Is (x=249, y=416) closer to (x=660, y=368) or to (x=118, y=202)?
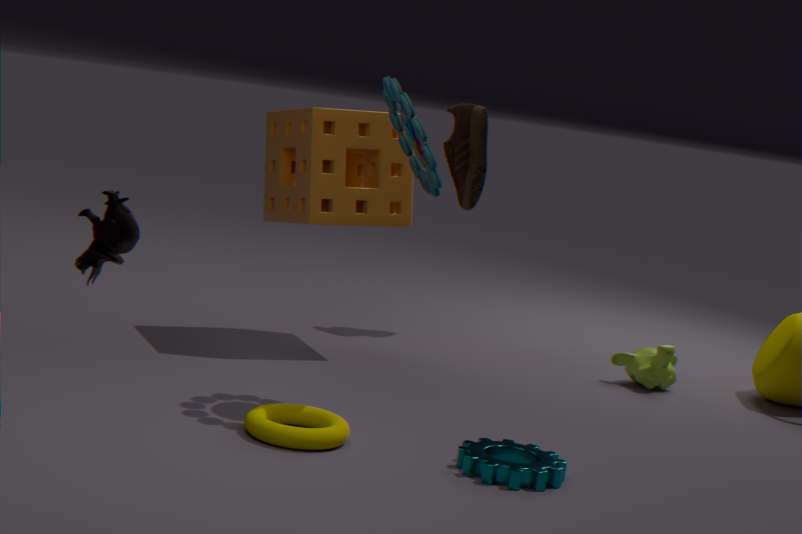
(x=118, y=202)
